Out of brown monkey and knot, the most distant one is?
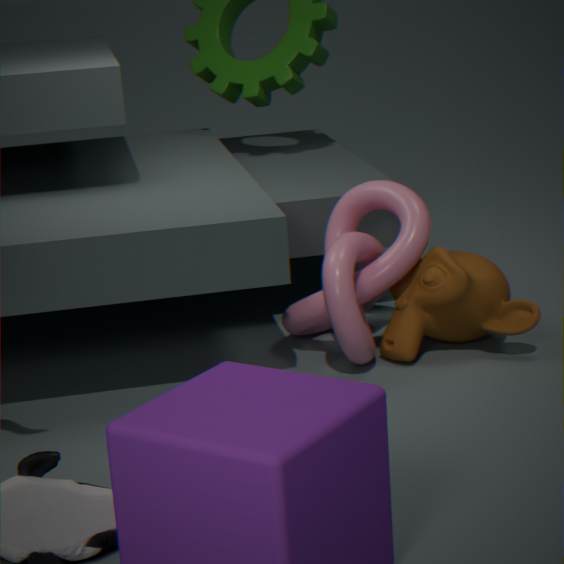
brown monkey
